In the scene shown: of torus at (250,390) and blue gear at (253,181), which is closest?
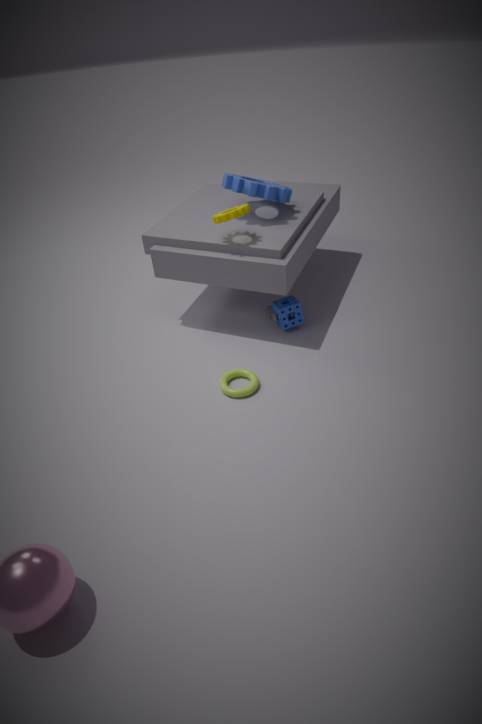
torus at (250,390)
